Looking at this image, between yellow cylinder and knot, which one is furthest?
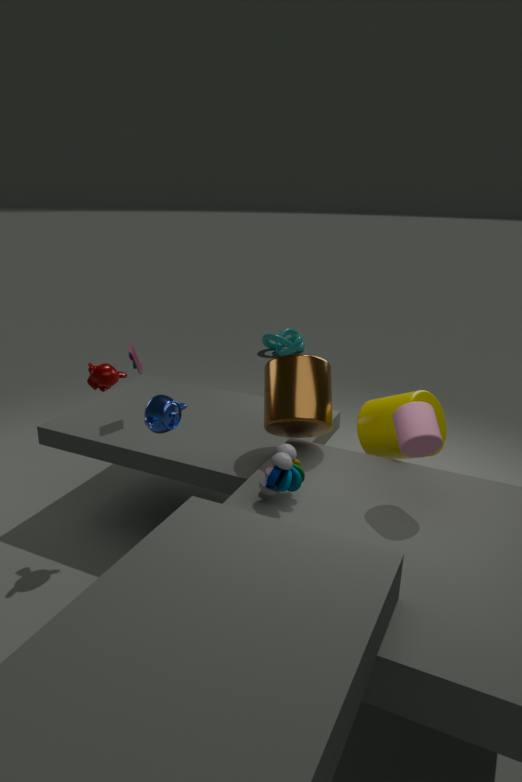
knot
